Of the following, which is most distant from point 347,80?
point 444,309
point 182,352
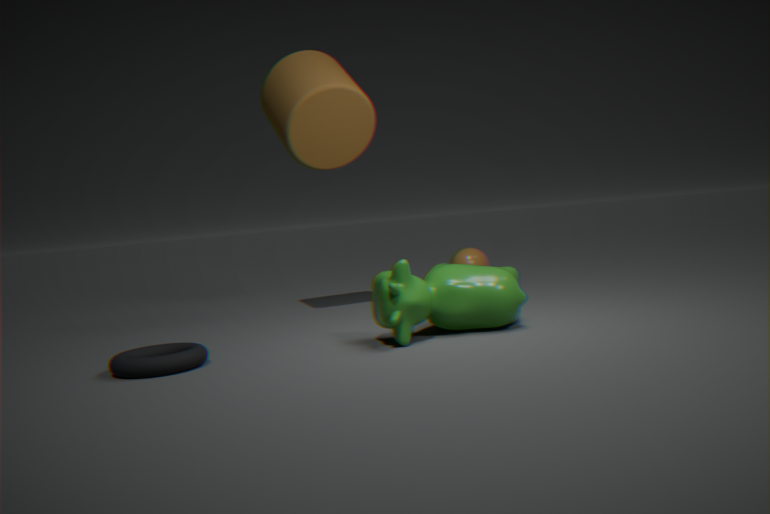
point 182,352
